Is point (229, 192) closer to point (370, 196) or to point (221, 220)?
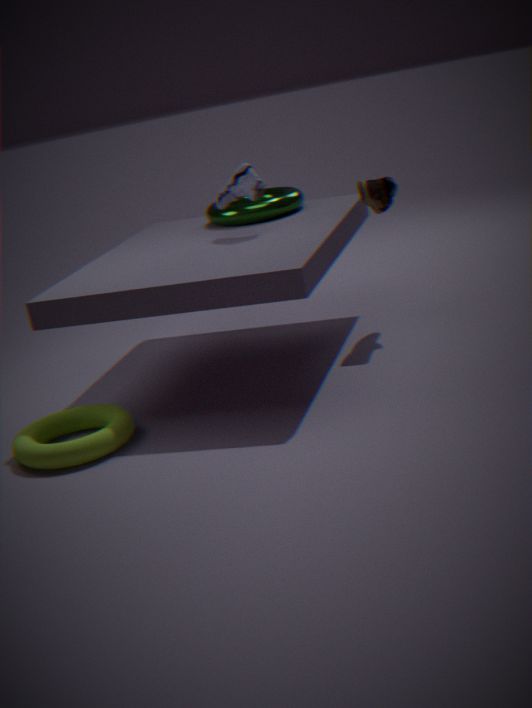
point (221, 220)
